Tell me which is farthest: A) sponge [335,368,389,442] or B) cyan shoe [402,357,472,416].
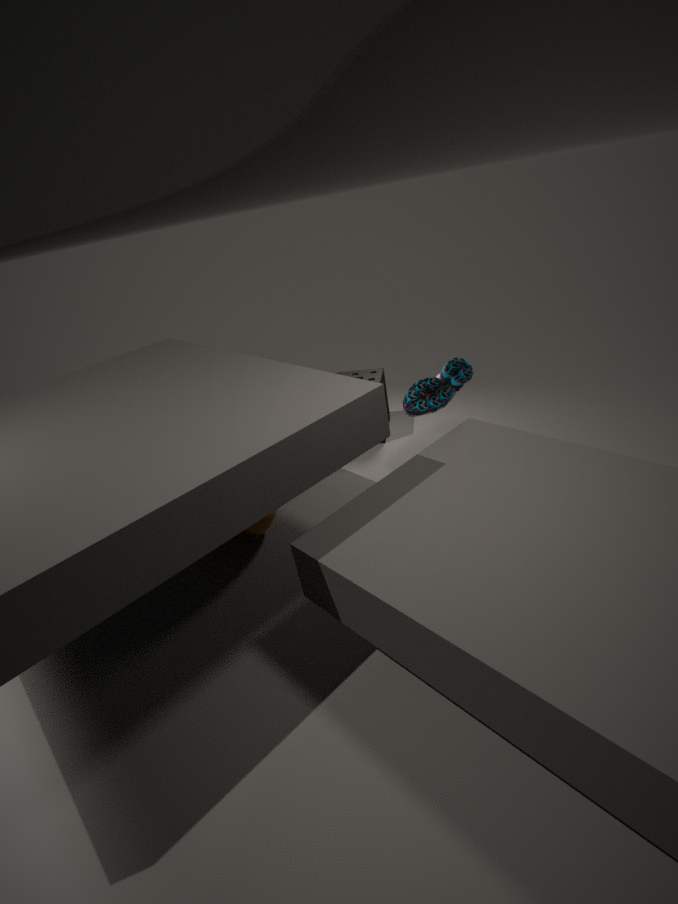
A. sponge [335,368,389,442]
